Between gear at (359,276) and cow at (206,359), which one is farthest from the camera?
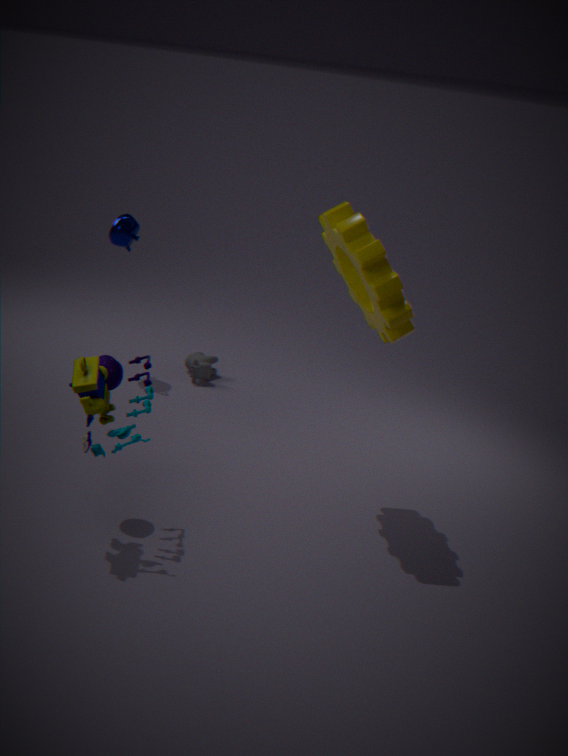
cow at (206,359)
